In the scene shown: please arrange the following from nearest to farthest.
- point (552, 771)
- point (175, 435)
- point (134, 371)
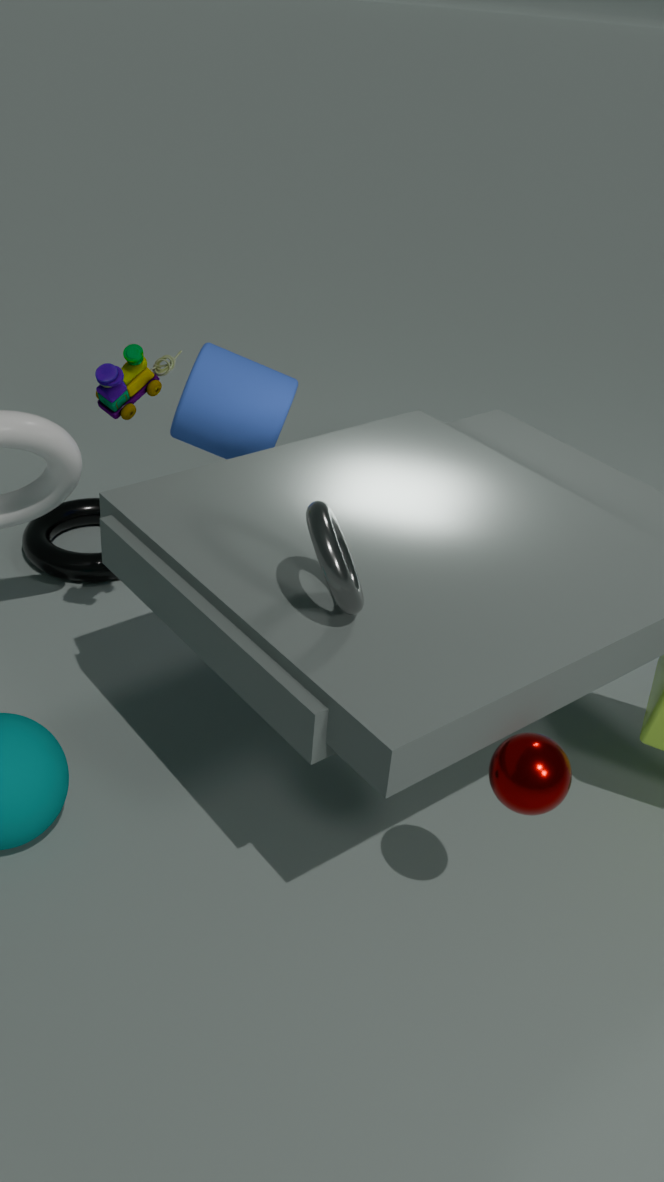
1. point (552, 771)
2. point (134, 371)
3. point (175, 435)
